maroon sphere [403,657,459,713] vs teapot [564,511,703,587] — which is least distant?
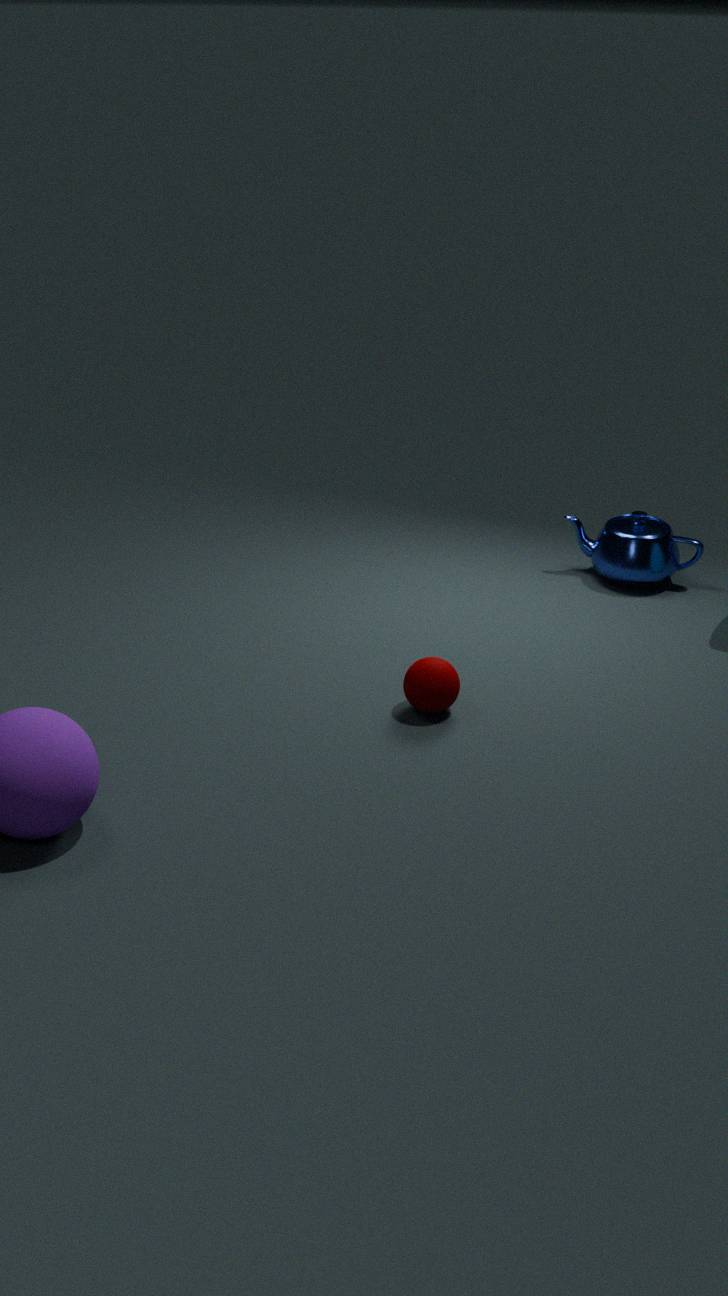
maroon sphere [403,657,459,713]
